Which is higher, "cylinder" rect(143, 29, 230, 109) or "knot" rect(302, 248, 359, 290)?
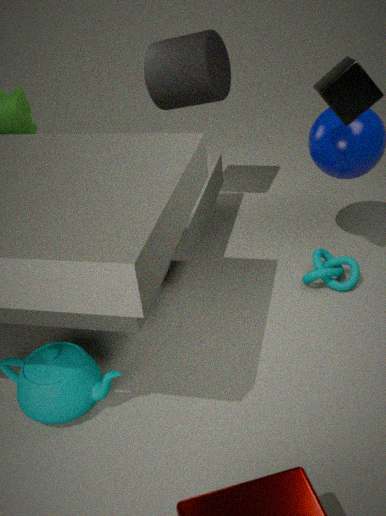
"cylinder" rect(143, 29, 230, 109)
